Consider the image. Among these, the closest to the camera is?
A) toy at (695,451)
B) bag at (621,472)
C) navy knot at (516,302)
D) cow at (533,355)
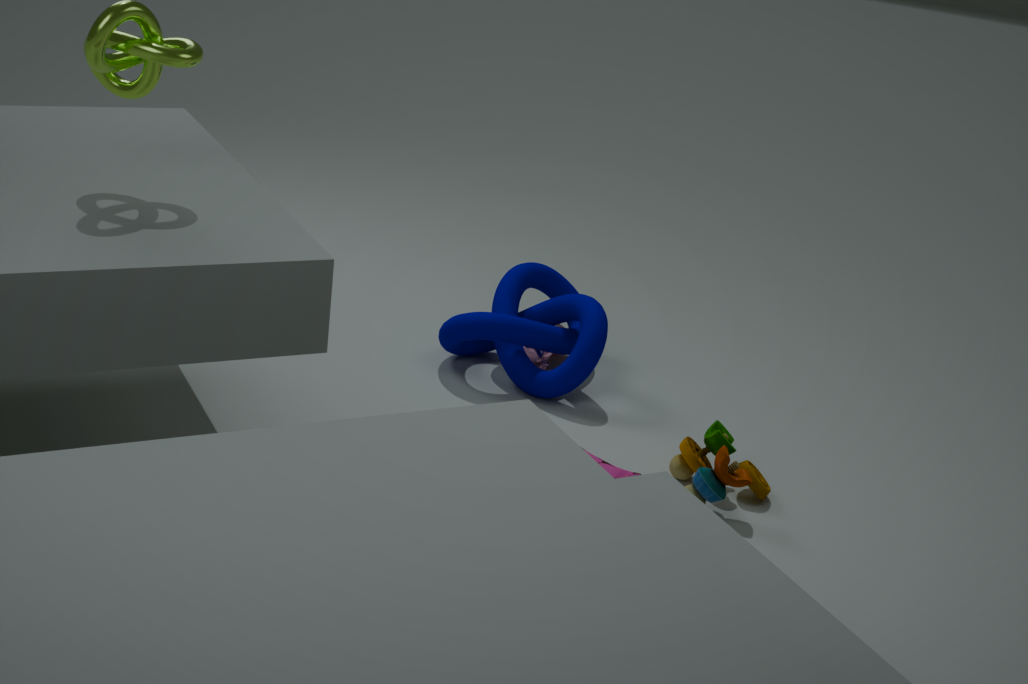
bag at (621,472)
